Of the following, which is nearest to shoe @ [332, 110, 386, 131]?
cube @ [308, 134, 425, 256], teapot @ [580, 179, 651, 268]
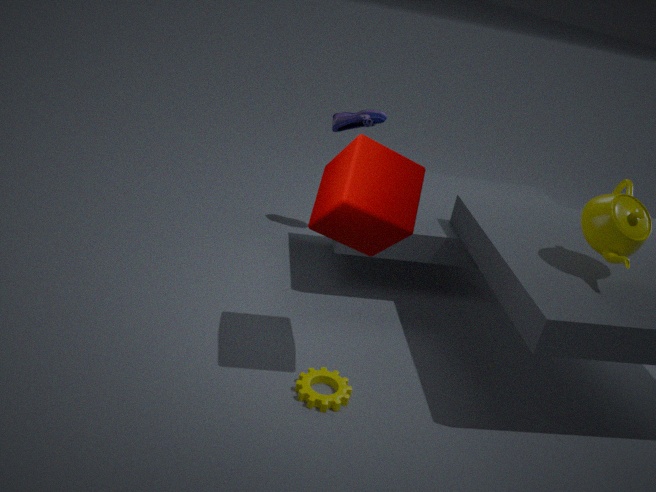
cube @ [308, 134, 425, 256]
